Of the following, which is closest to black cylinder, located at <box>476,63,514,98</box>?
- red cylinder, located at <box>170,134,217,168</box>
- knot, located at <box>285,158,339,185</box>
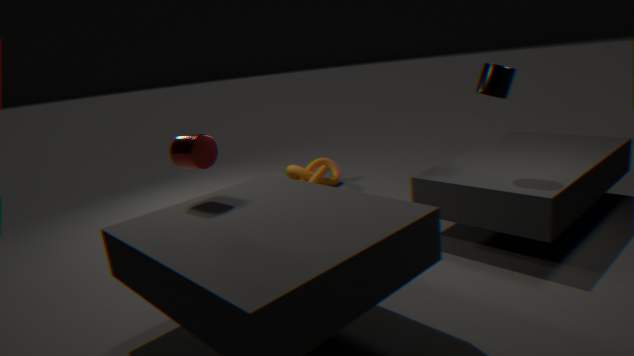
red cylinder, located at <box>170,134,217,168</box>
